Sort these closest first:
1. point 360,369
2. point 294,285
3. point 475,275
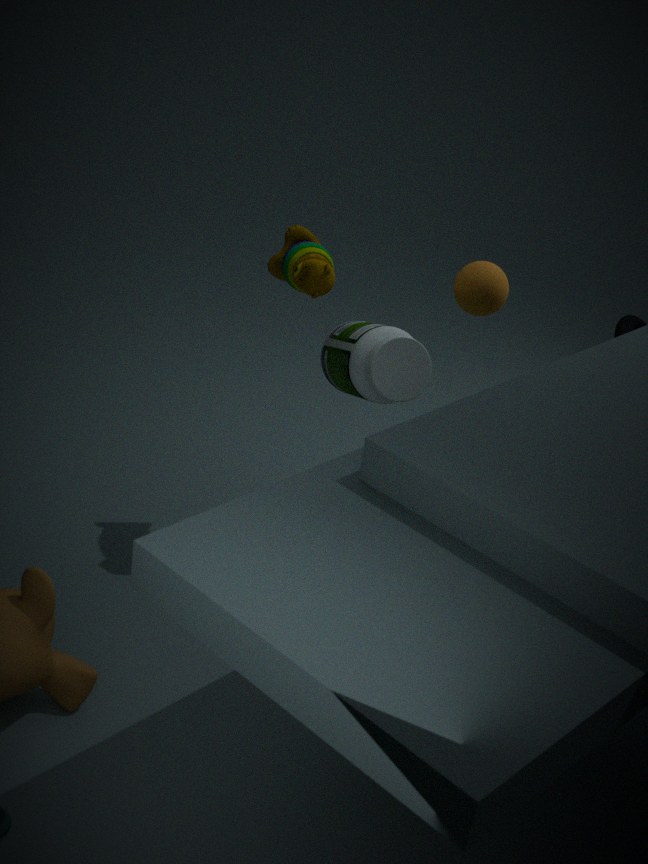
point 360,369 < point 294,285 < point 475,275
